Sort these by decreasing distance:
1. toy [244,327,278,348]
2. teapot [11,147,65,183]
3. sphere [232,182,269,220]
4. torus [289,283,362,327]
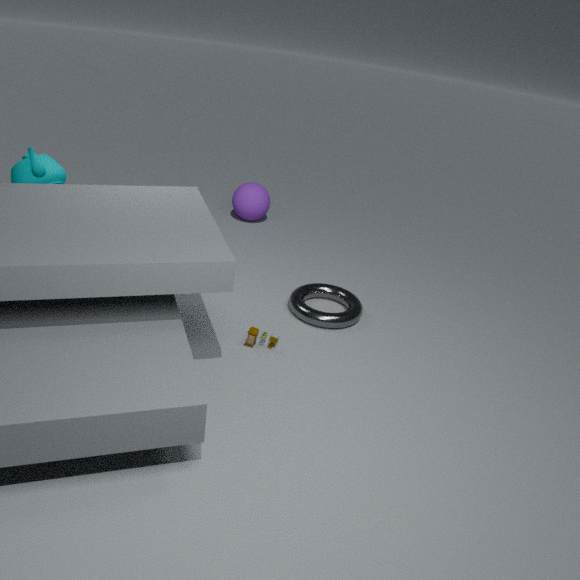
sphere [232,182,269,220]
torus [289,283,362,327]
toy [244,327,278,348]
teapot [11,147,65,183]
